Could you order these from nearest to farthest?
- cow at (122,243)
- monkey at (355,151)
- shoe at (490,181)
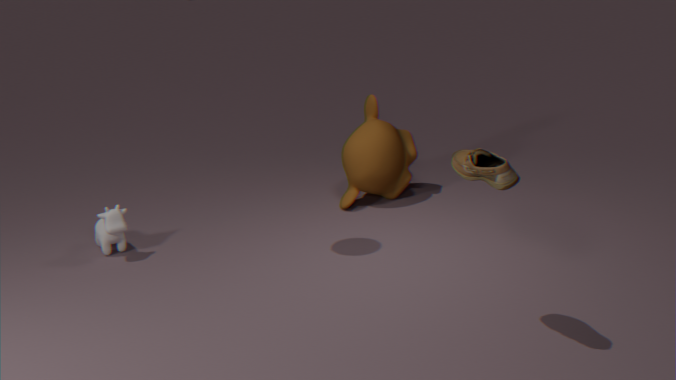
shoe at (490,181)
cow at (122,243)
monkey at (355,151)
